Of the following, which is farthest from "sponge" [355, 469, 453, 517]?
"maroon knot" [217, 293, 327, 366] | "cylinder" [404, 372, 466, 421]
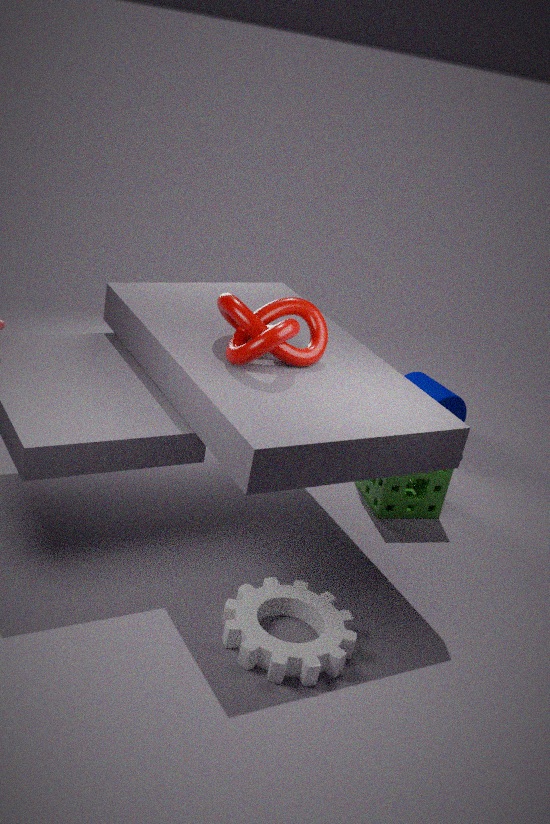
"maroon knot" [217, 293, 327, 366]
